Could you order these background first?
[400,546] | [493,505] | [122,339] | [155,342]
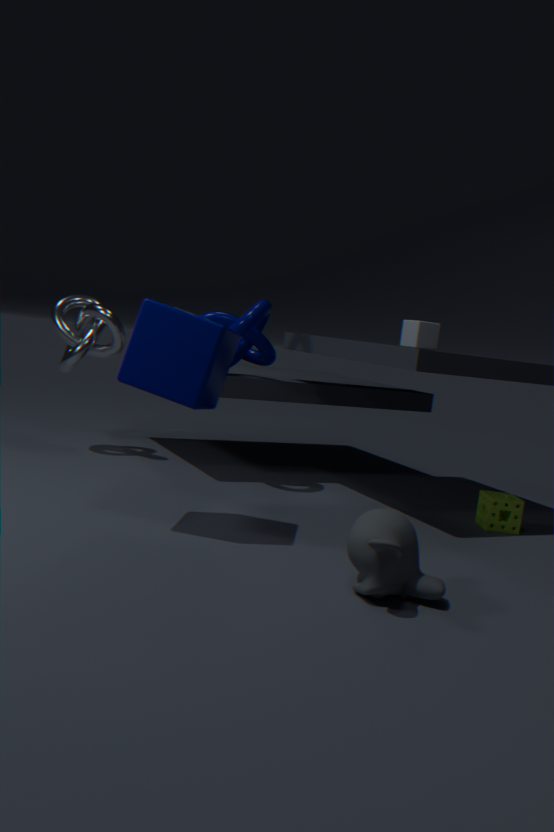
[122,339], [493,505], [155,342], [400,546]
